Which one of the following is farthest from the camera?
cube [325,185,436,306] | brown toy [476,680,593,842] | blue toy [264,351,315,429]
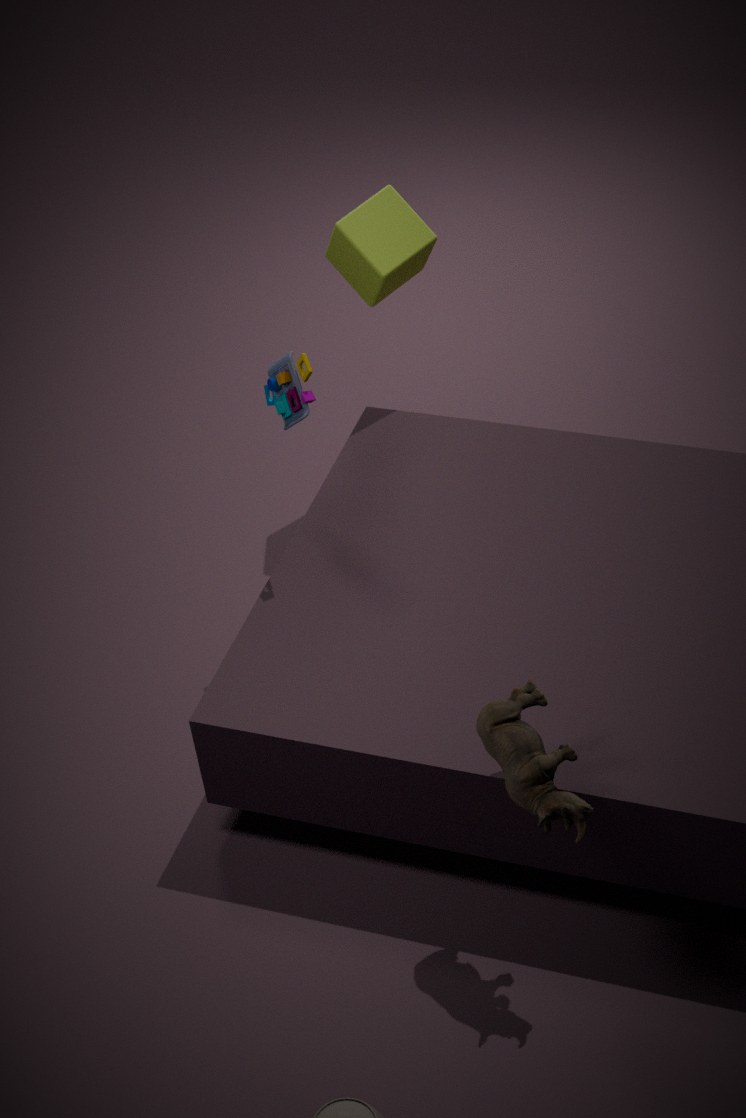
cube [325,185,436,306]
